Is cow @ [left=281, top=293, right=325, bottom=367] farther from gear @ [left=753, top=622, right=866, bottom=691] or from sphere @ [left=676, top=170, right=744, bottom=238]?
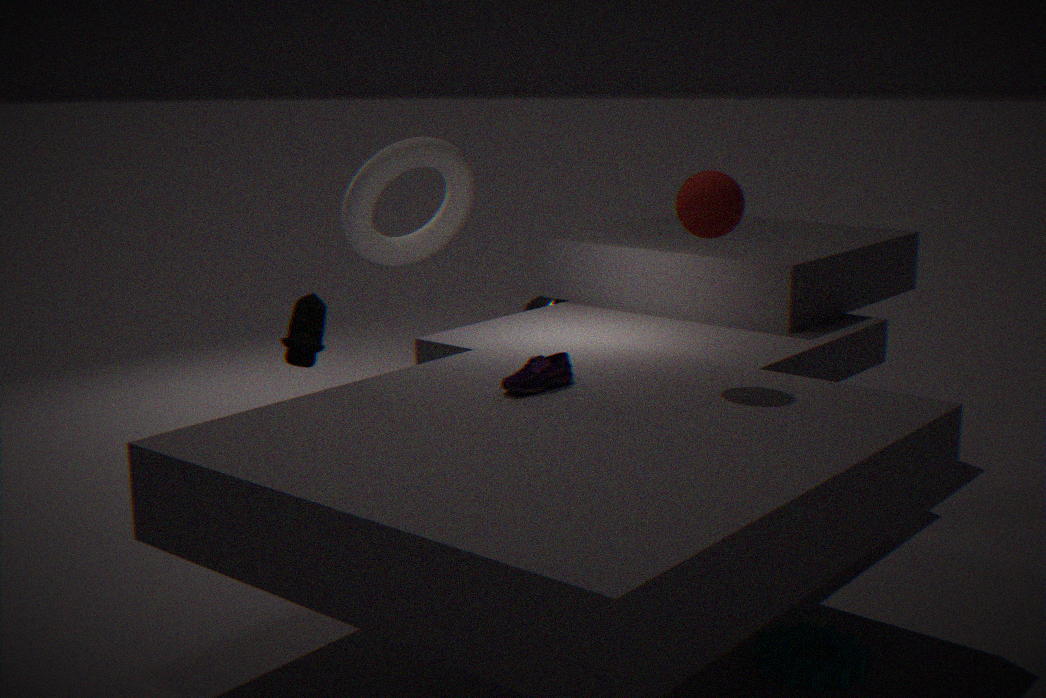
gear @ [left=753, top=622, right=866, bottom=691]
